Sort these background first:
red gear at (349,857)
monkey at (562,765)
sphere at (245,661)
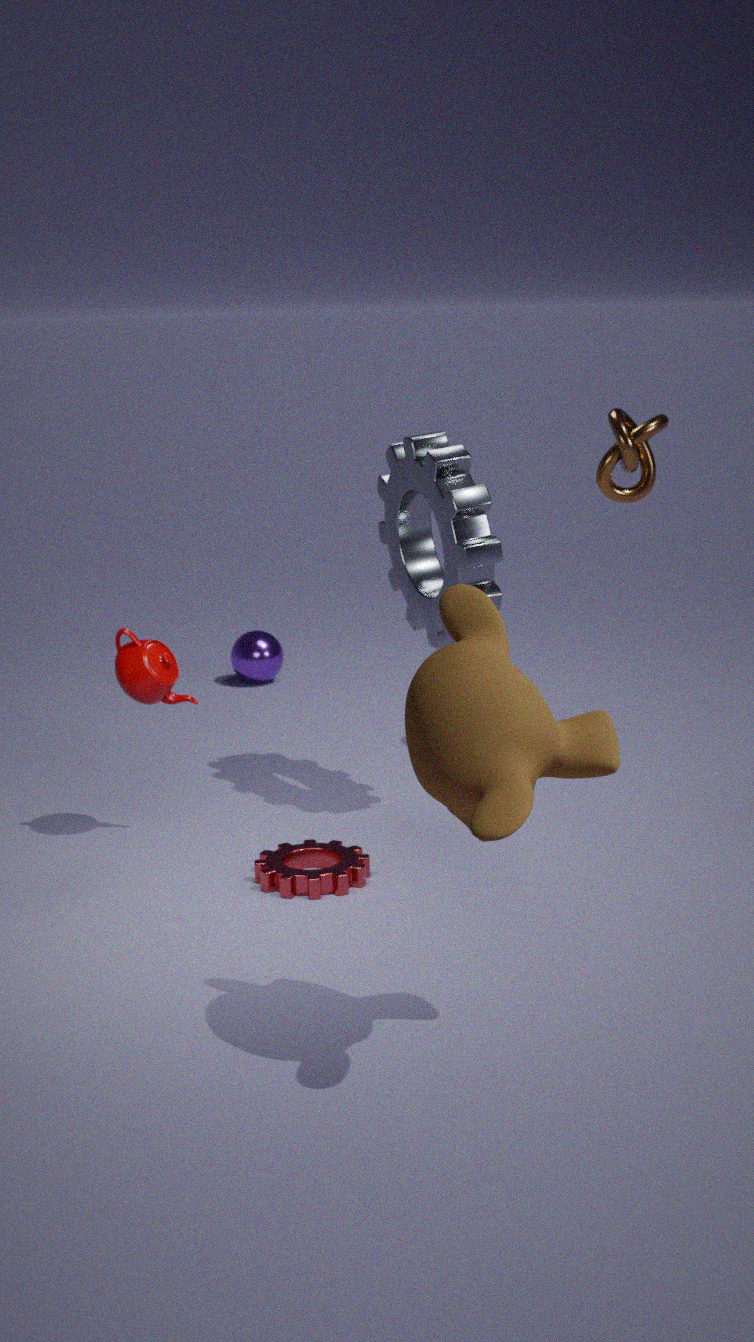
sphere at (245,661)
red gear at (349,857)
monkey at (562,765)
